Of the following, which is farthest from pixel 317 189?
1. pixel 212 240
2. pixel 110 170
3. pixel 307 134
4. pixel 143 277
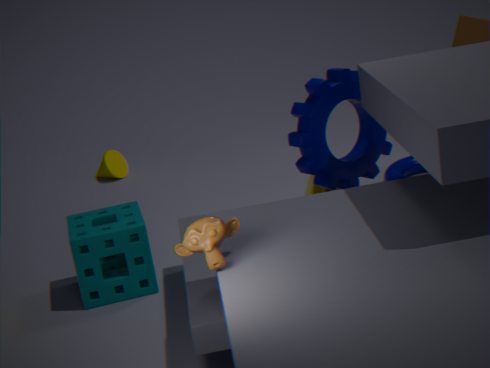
pixel 110 170
